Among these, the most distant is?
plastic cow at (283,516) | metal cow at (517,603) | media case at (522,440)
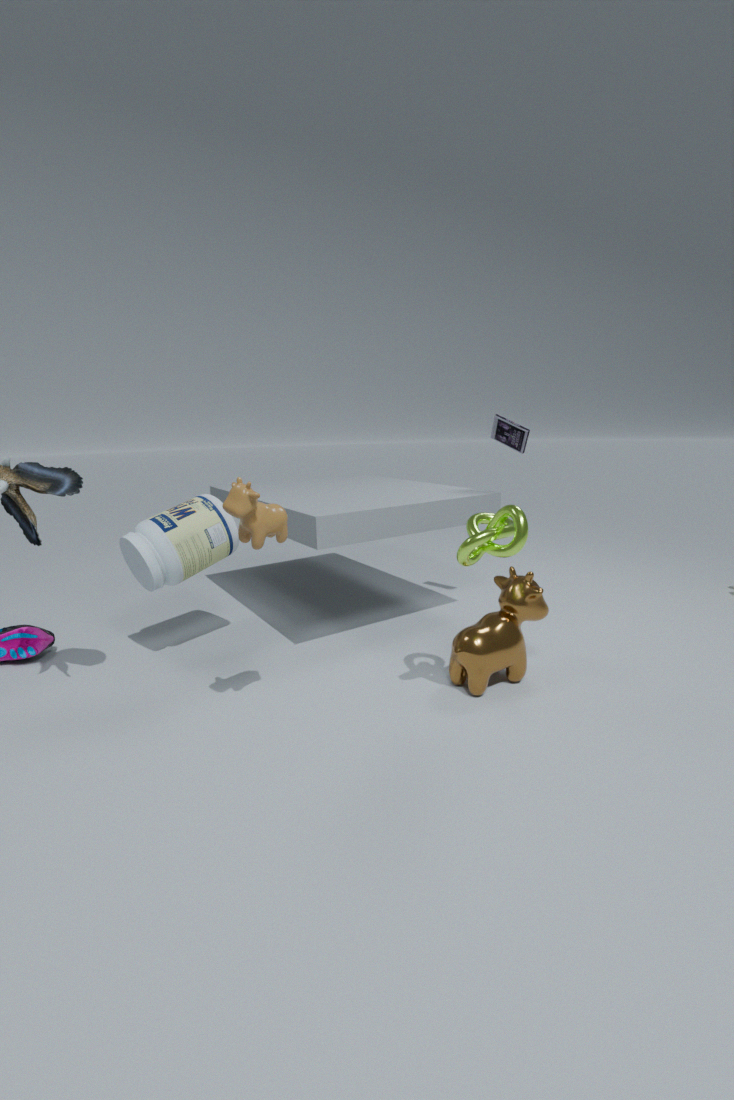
media case at (522,440)
